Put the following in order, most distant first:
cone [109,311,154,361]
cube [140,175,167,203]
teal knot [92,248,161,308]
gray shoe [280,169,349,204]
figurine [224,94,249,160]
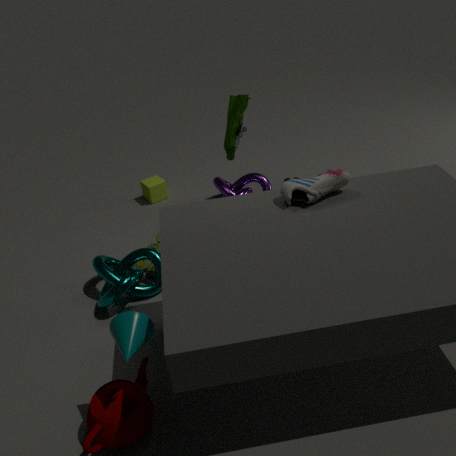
cube [140,175,167,203]
figurine [224,94,249,160]
teal knot [92,248,161,308]
gray shoe [280,169,349,204]
cone [109,311,154,361]
